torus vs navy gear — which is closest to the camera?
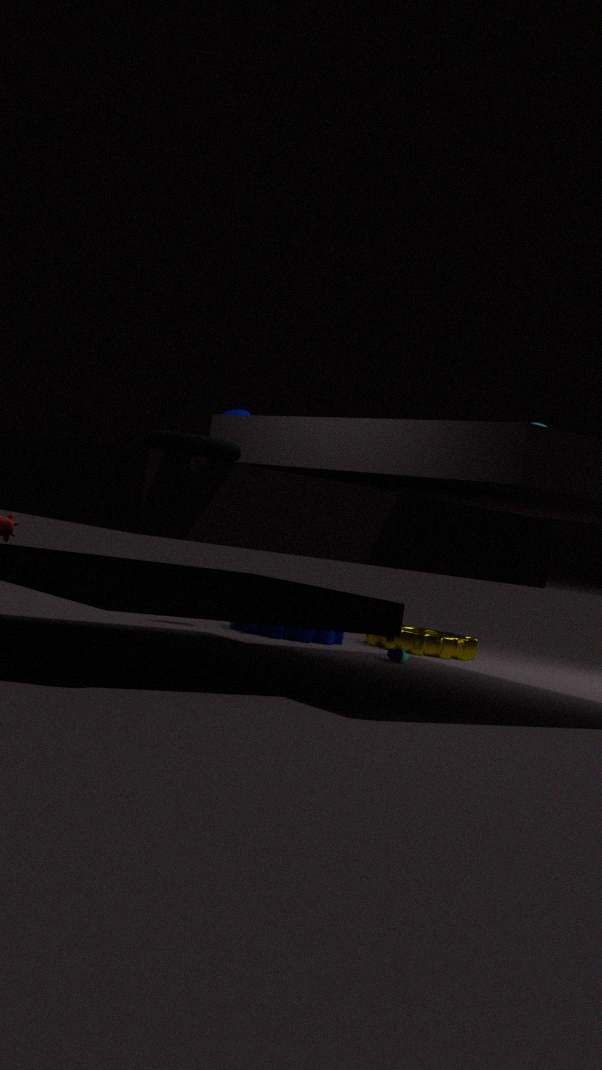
torus
